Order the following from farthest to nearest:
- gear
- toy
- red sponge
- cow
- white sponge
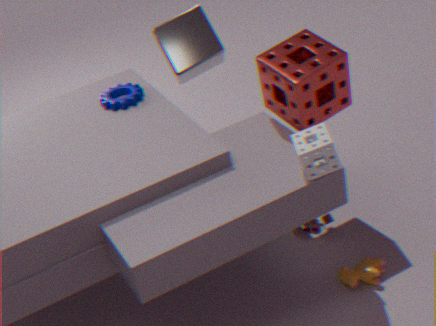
gear, toy, cow, red sponge, white sponge
